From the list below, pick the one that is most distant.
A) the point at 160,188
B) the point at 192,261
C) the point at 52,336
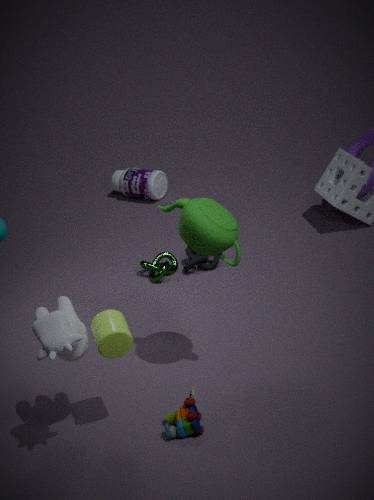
the point at 160,188
